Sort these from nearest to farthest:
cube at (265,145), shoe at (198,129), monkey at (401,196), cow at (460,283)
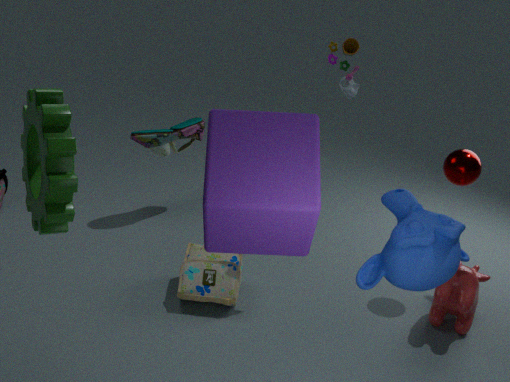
cube at (265,145) < monkey at (401,196) < cow at (460,283) < shoe at (198,129)
